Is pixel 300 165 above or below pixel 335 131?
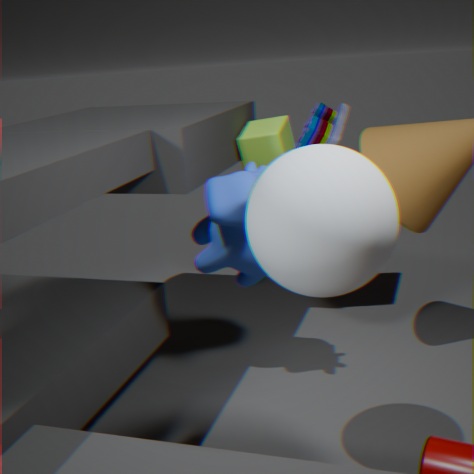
above
